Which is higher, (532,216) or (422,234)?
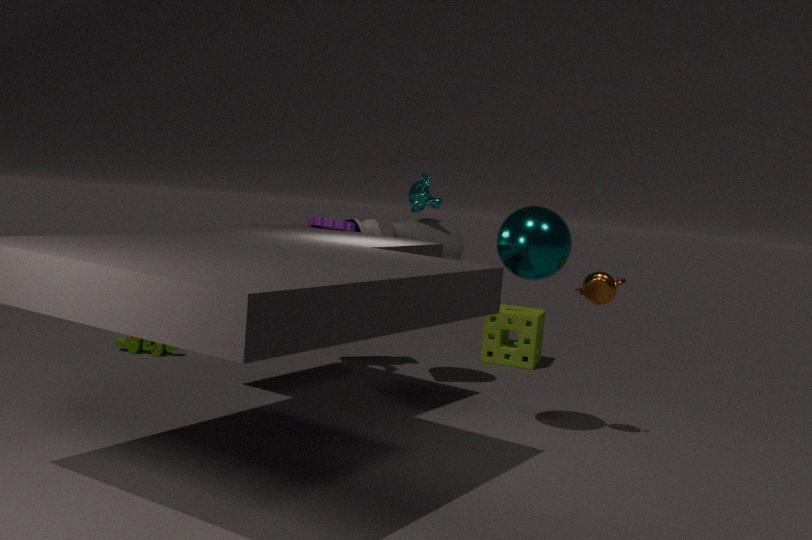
(532,216)
